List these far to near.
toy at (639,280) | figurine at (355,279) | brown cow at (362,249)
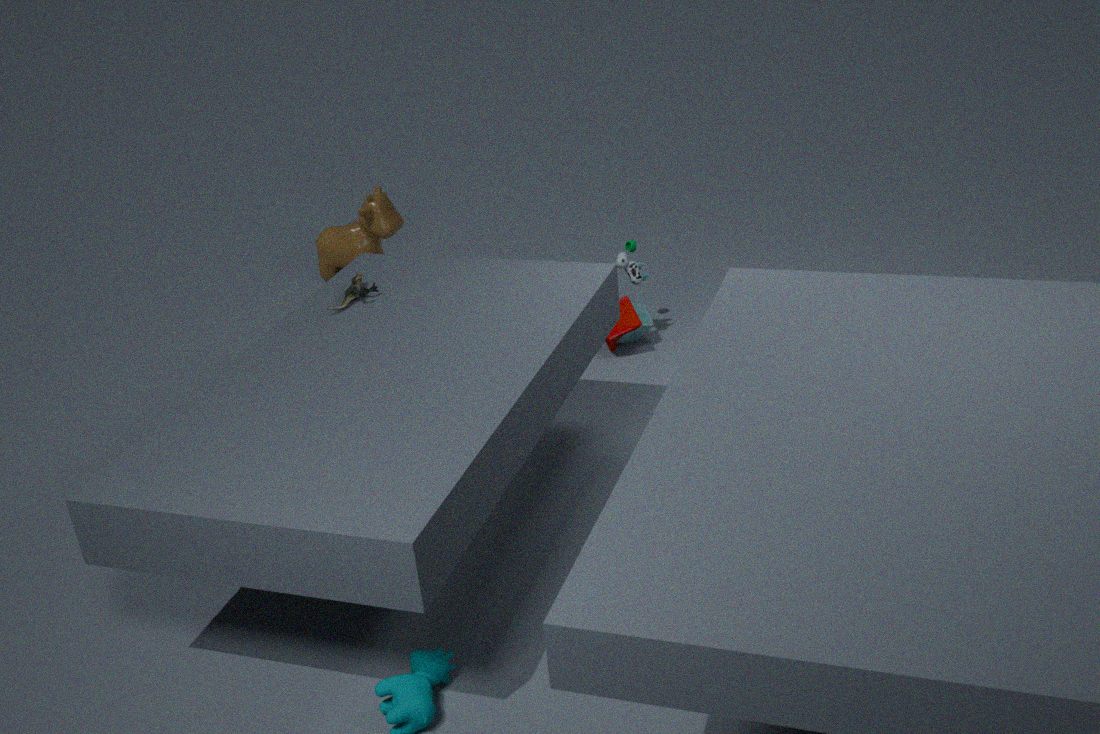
brown cow at (362,249), toy at (639,280), figurine at (355,279)
